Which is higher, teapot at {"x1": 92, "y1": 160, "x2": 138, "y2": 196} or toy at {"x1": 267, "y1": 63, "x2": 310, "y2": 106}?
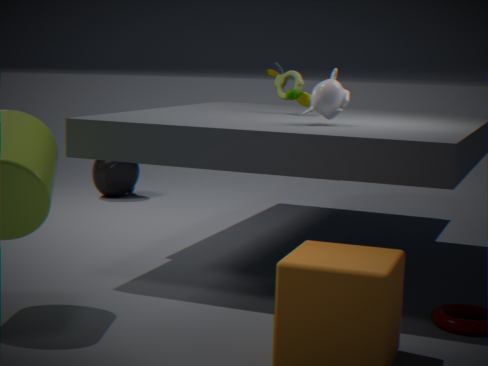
toy at {"x1": 267, "y1": 63, "x2": 310, "y2": 106}
